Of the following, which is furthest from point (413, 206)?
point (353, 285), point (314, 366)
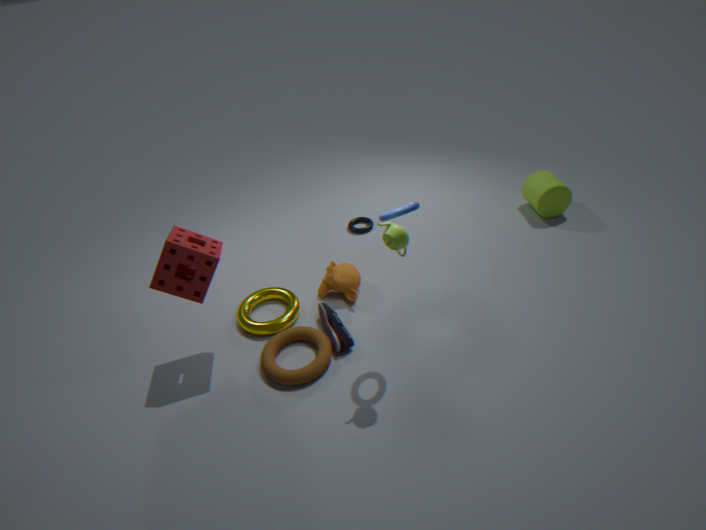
point (314, 366)
